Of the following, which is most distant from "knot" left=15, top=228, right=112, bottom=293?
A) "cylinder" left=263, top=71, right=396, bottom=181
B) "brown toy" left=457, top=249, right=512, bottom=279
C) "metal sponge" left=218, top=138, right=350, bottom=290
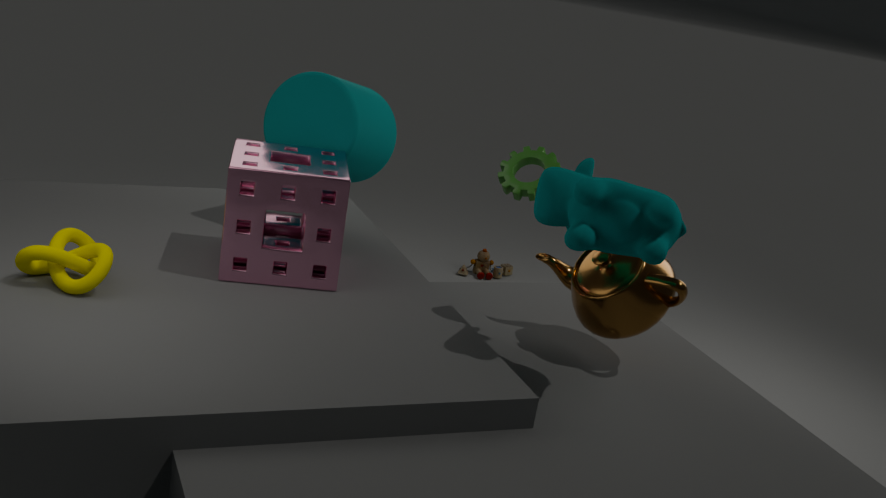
"brown toy" left=457, top=249, right=512, bottom=279
